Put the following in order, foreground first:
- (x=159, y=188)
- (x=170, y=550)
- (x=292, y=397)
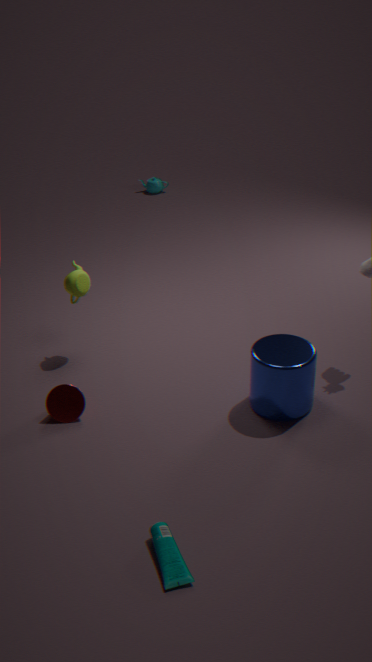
(x=170, y=550) → (x=292, y=397) → (x=159, y=188)
